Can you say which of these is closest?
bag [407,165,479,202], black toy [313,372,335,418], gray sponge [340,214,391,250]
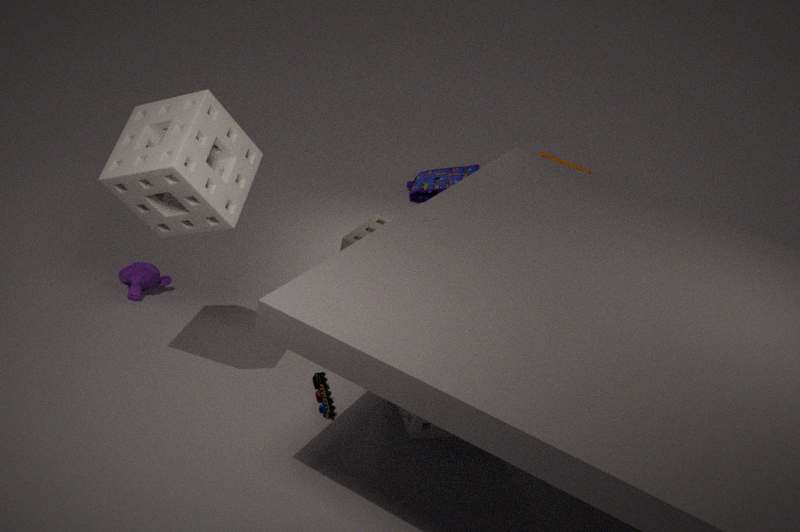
black toy [313,372,335,418]
